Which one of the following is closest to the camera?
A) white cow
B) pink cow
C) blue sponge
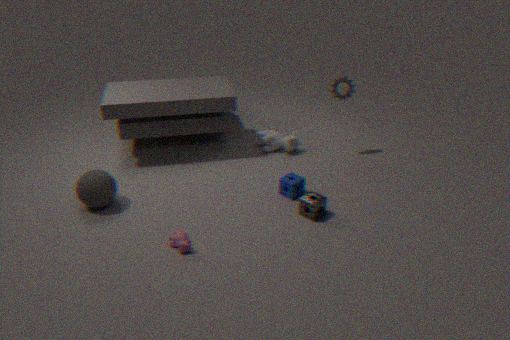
pink cow
